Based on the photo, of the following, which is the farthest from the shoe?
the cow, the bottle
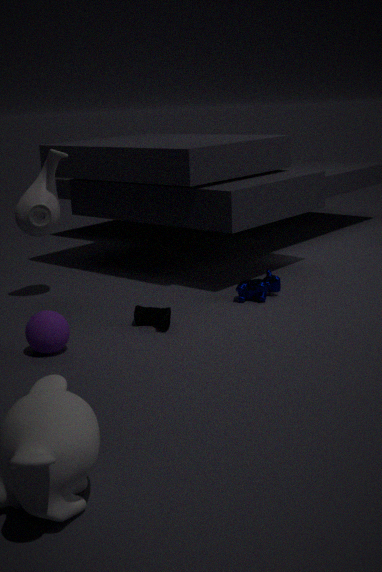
the bottle
